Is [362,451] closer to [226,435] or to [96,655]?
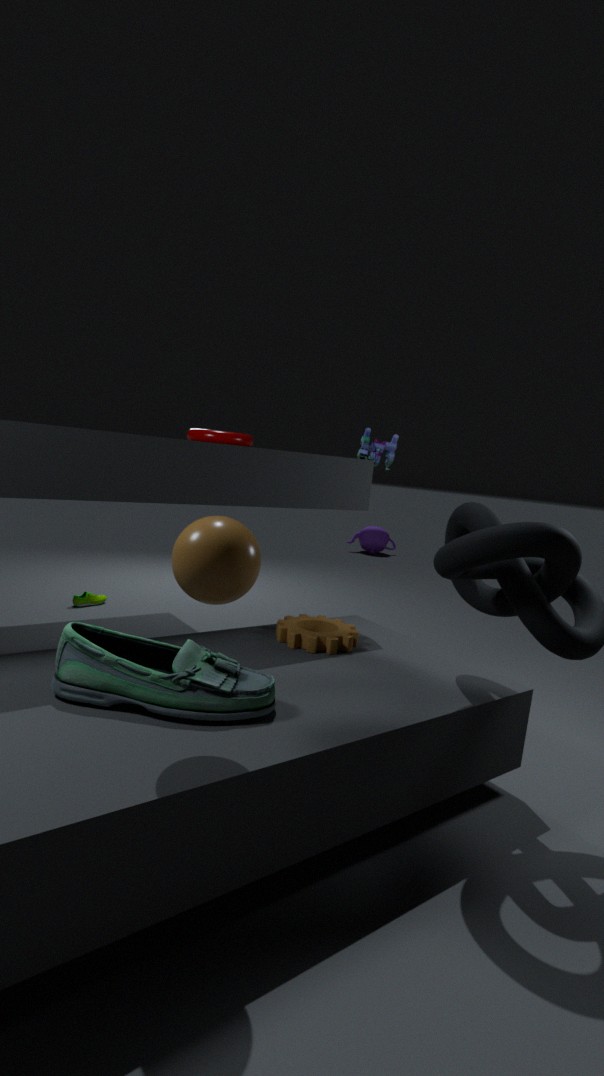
[226,435]
